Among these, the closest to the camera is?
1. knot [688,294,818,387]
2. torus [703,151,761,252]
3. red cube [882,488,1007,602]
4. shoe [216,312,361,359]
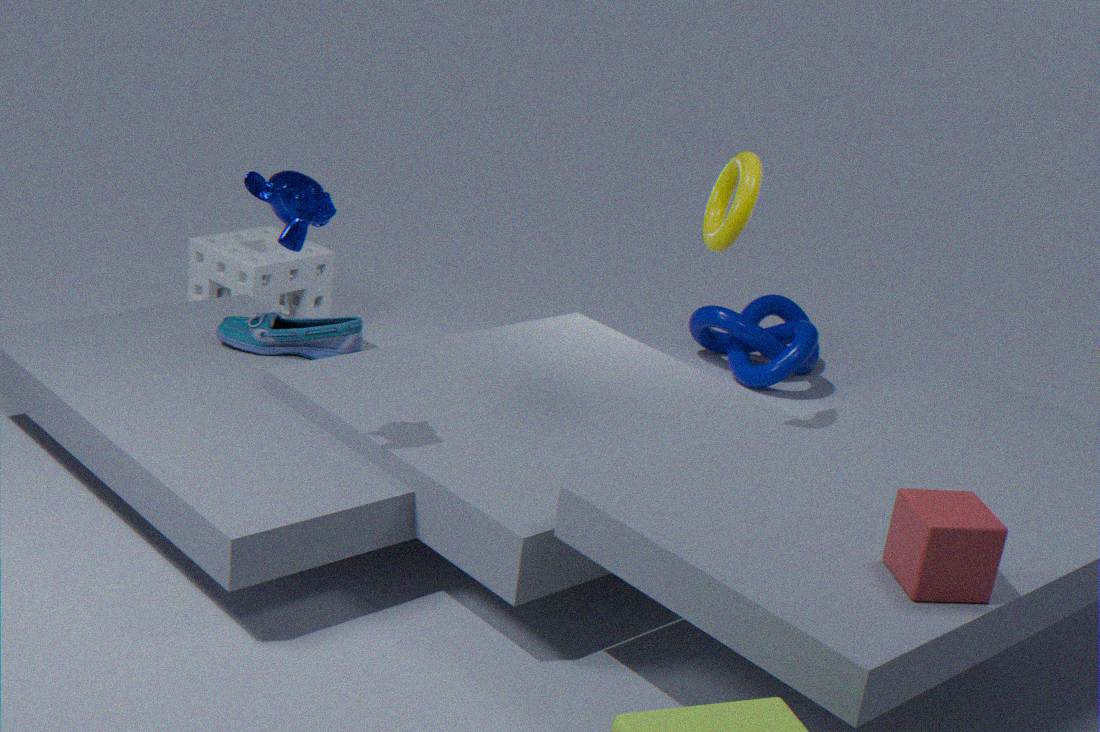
red cube [882,488,1007,602]
